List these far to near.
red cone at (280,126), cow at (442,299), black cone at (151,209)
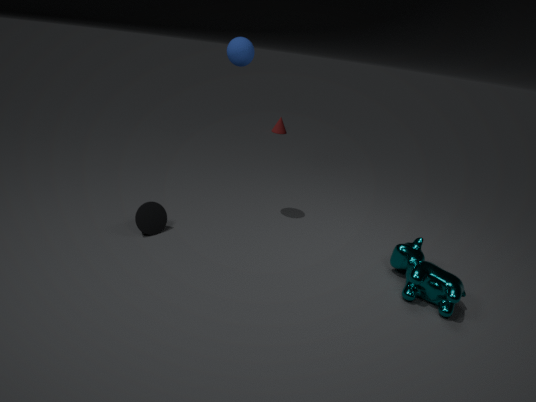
red cone at (280,126) < black cone at (151,209) < cow at (442,299)
